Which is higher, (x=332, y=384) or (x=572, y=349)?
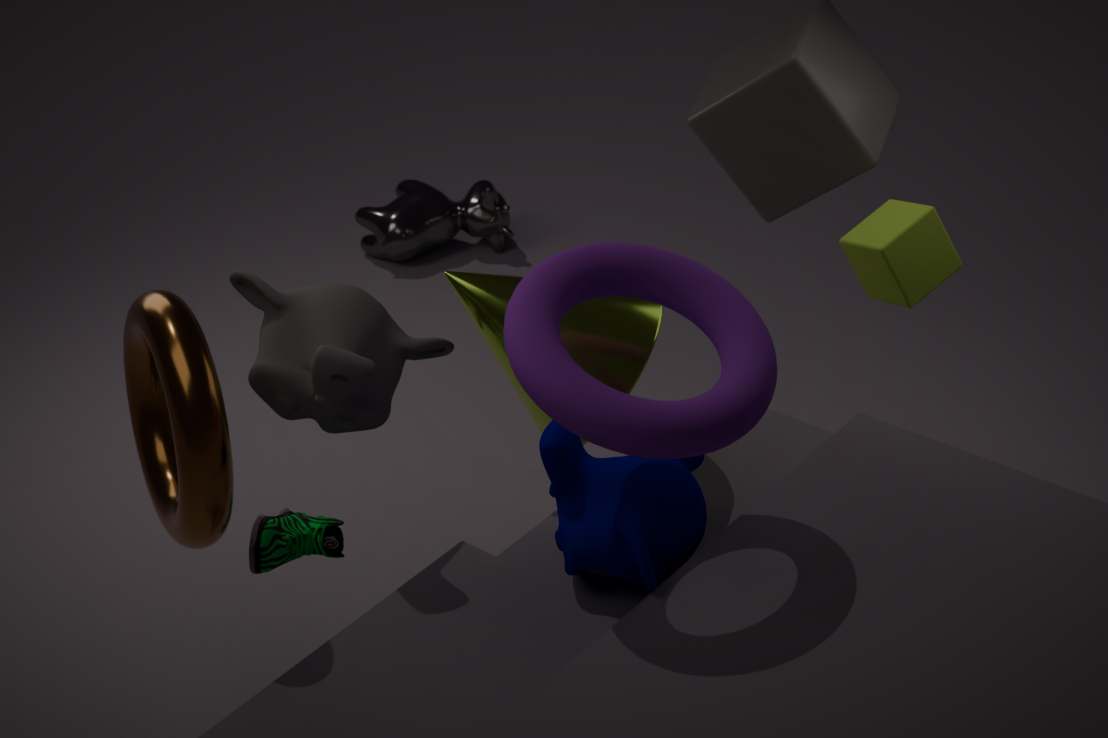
(x=332, y=384)
